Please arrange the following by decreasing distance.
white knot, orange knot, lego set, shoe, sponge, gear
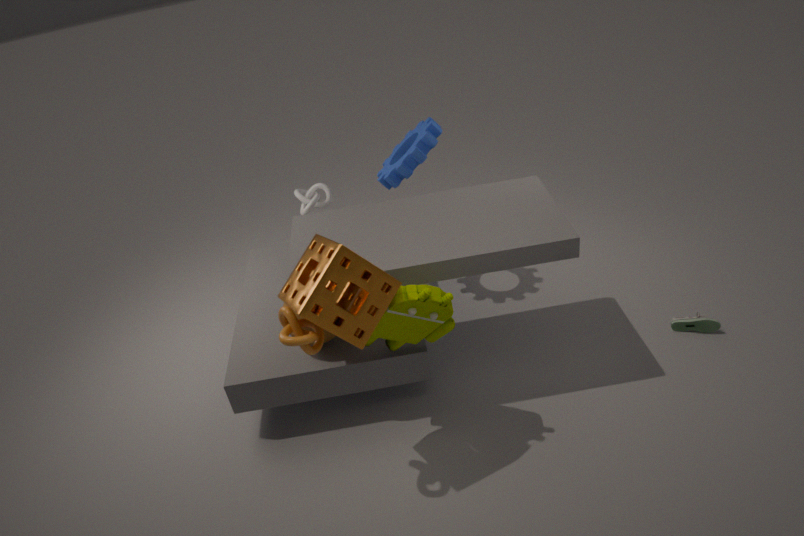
white knot → gear → shoe → lego set → orange knot → sponge
